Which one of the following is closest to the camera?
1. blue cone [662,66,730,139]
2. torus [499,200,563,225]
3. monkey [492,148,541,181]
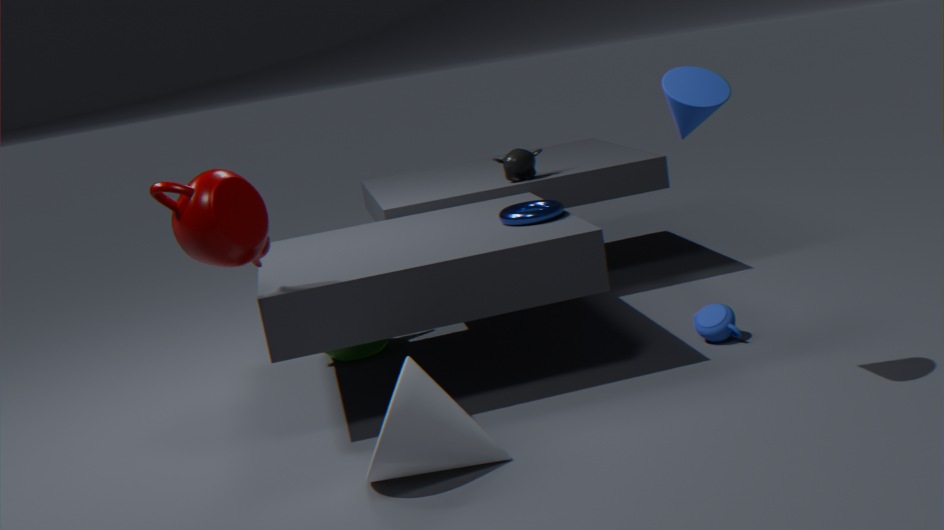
blue cone [662,66,730,139]
